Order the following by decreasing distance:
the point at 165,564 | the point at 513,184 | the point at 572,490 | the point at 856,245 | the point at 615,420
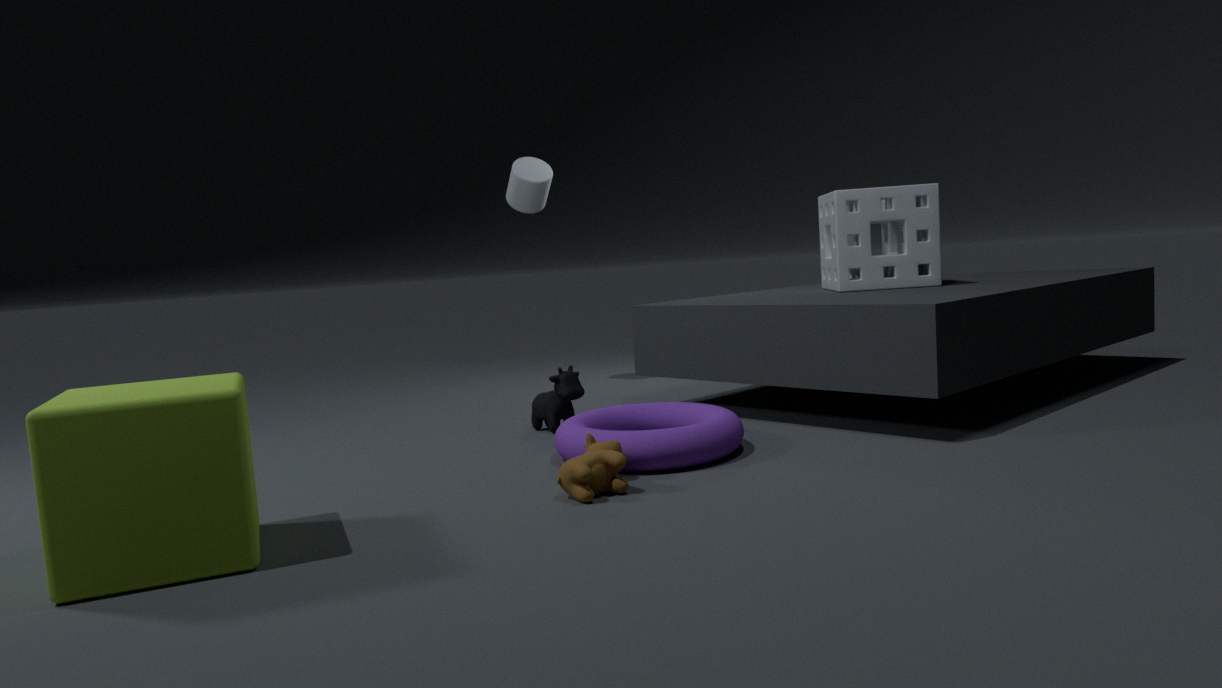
the point at 513,184 → the point at 856,245 → the point at 615,420 → the point at 572,490 → the point at 165,564
